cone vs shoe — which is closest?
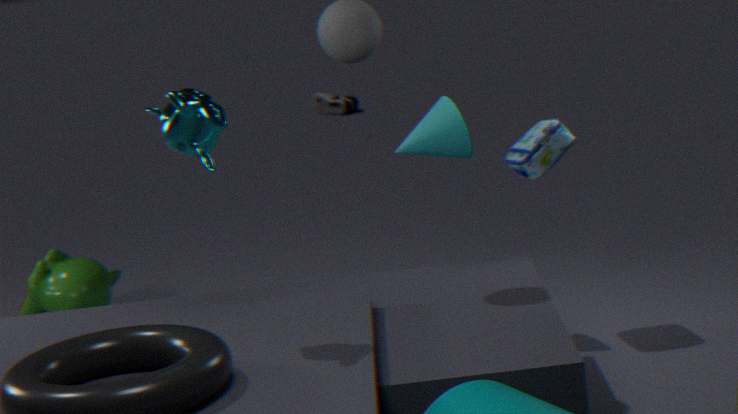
cone
